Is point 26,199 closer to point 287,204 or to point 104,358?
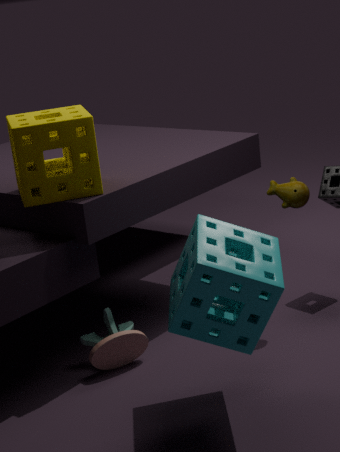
point 104,358
